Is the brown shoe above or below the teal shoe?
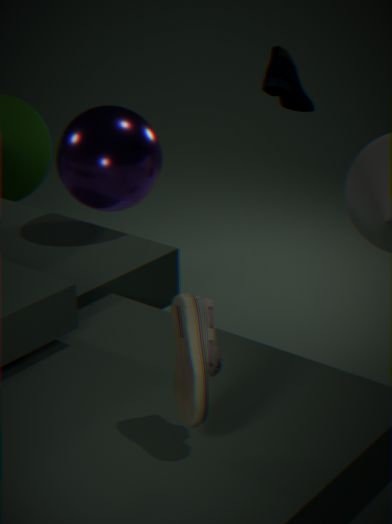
below
